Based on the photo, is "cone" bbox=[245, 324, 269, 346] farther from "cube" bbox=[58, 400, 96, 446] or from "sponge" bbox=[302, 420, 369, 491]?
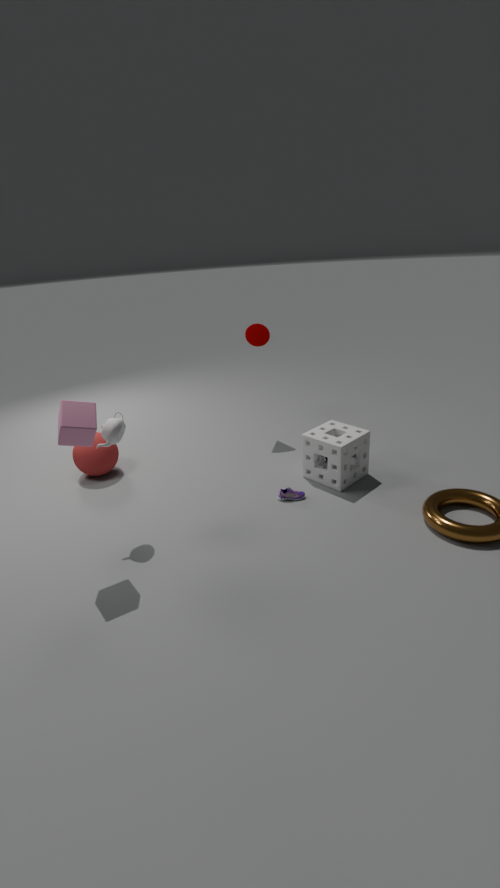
"cube" bbox=[58, 400, 96, 446]
